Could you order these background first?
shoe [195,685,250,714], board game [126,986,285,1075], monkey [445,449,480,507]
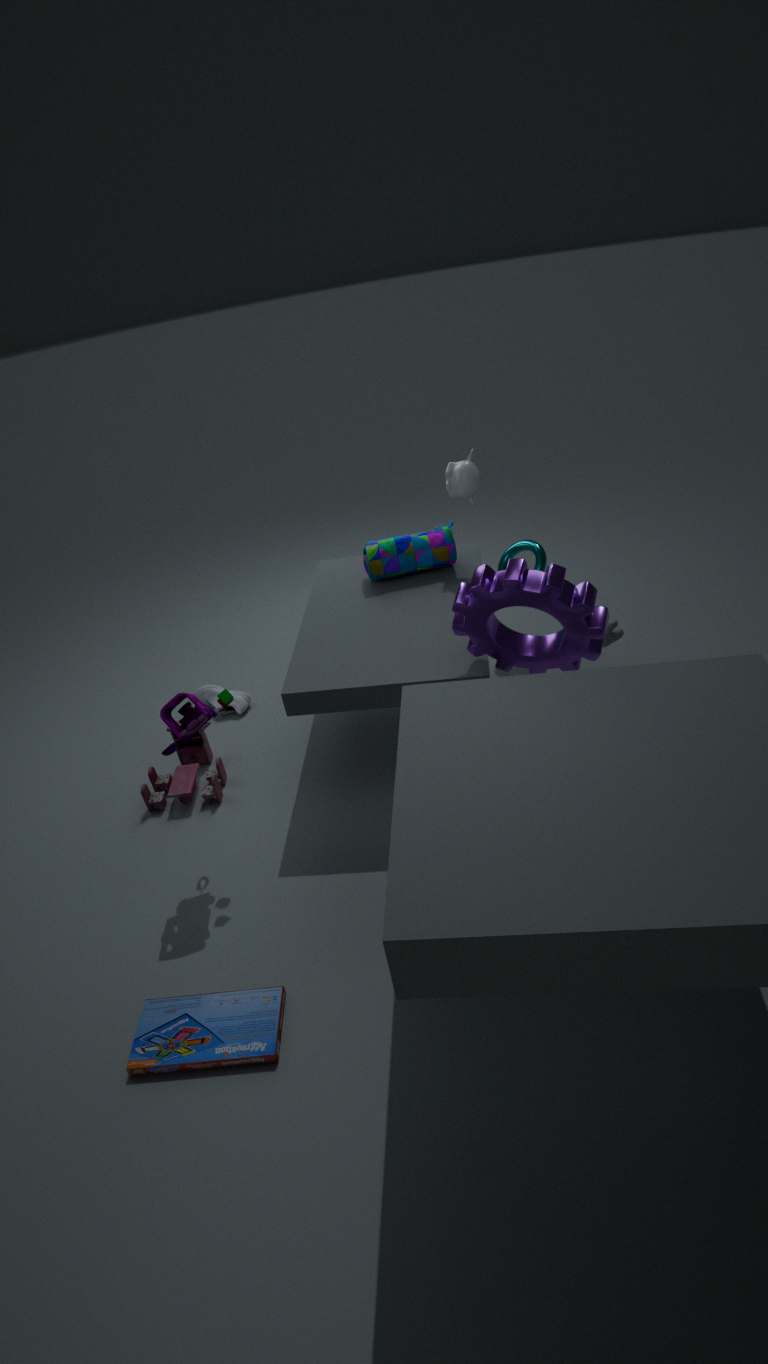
1. shoe [195,685,250,714]
2. monkey [445,449,480,507]
3. board game [126,986,285,1075]
